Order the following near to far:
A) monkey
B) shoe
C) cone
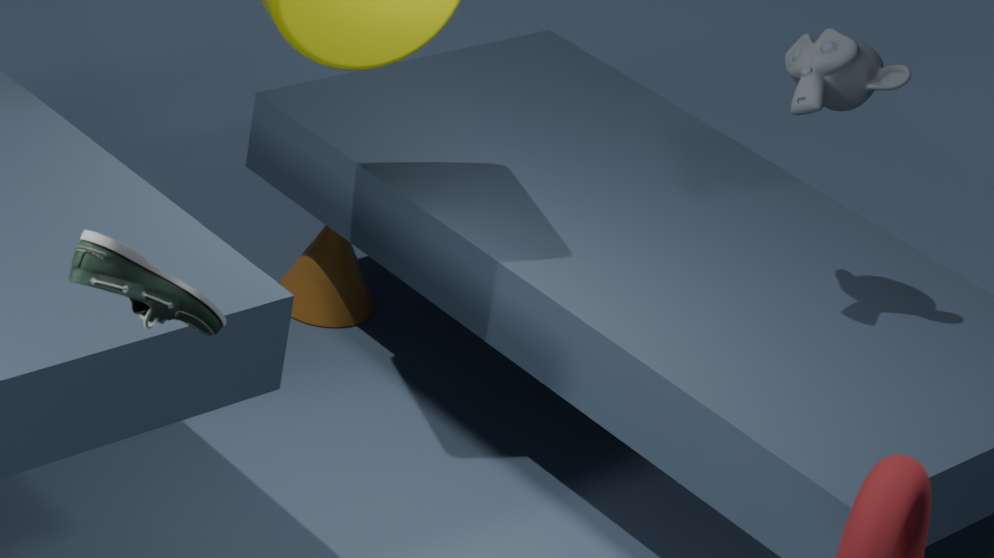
shoe, monkey, cone
